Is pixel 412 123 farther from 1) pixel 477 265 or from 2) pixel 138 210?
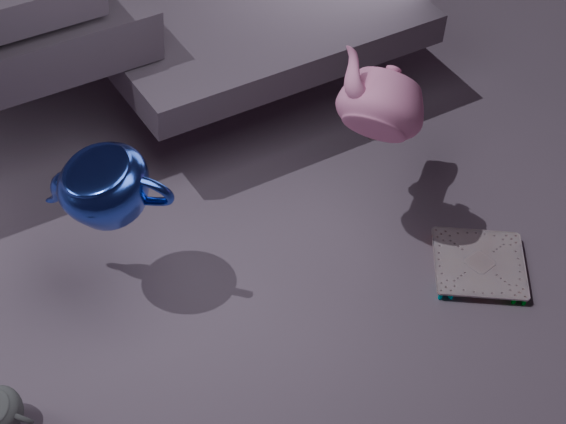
2) pixel 138 210
